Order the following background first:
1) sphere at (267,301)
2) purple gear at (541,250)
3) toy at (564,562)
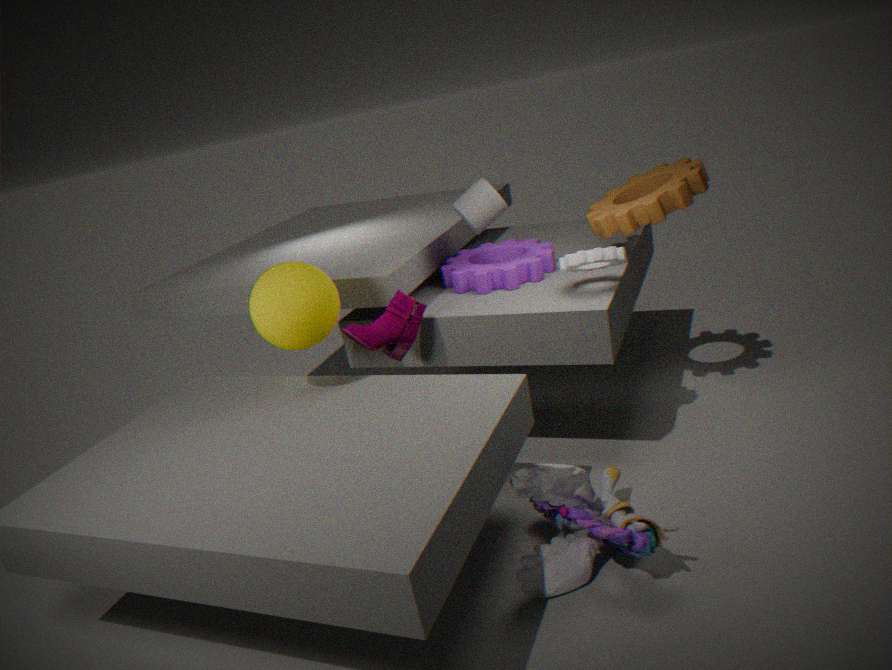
2. purple gear at (541,250), 1. sphere at (267,301), 3. toy at (564,562)
